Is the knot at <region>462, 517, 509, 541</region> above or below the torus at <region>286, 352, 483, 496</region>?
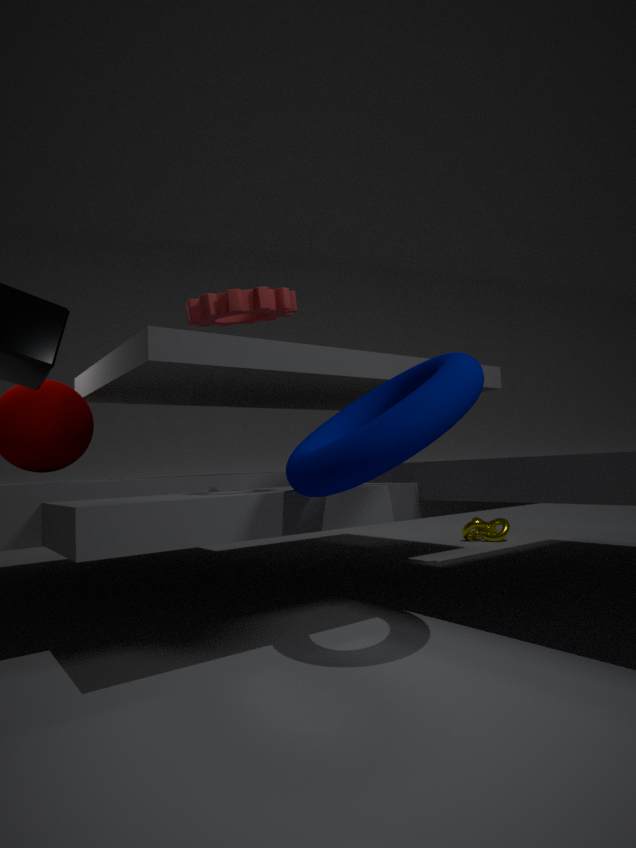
below
